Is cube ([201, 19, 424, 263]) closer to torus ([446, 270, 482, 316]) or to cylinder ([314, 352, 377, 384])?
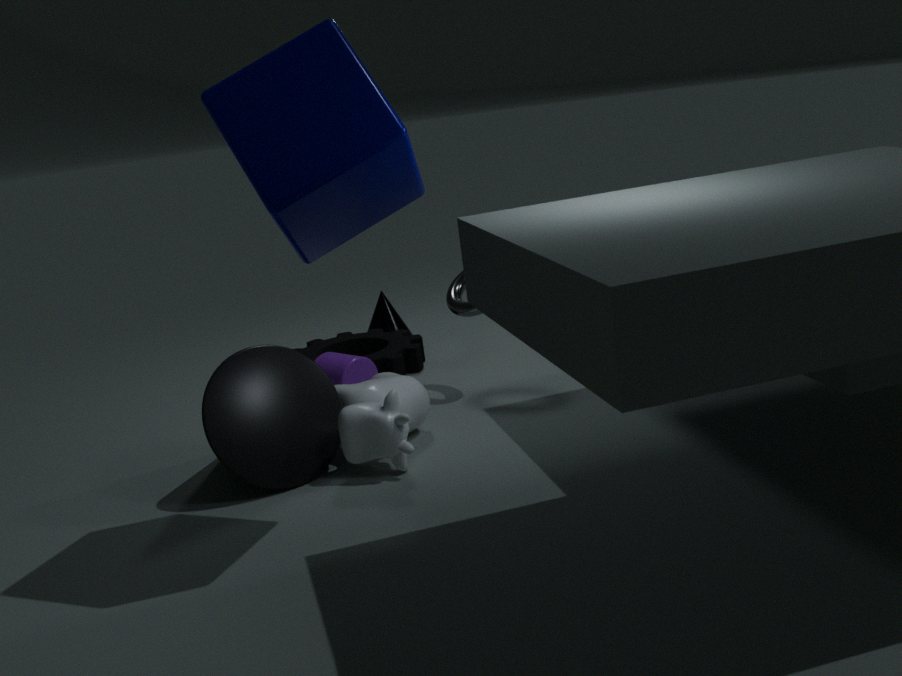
torus ([446, 270, 482, 316])
